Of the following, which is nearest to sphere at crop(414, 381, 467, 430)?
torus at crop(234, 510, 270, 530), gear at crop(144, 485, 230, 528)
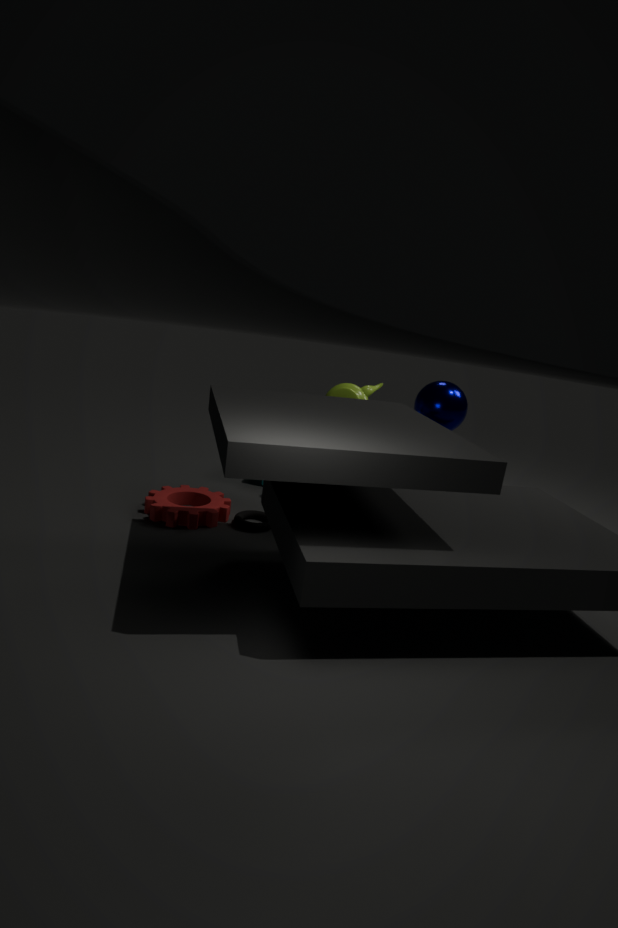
torus at crop(234, 510, 270, 530)
